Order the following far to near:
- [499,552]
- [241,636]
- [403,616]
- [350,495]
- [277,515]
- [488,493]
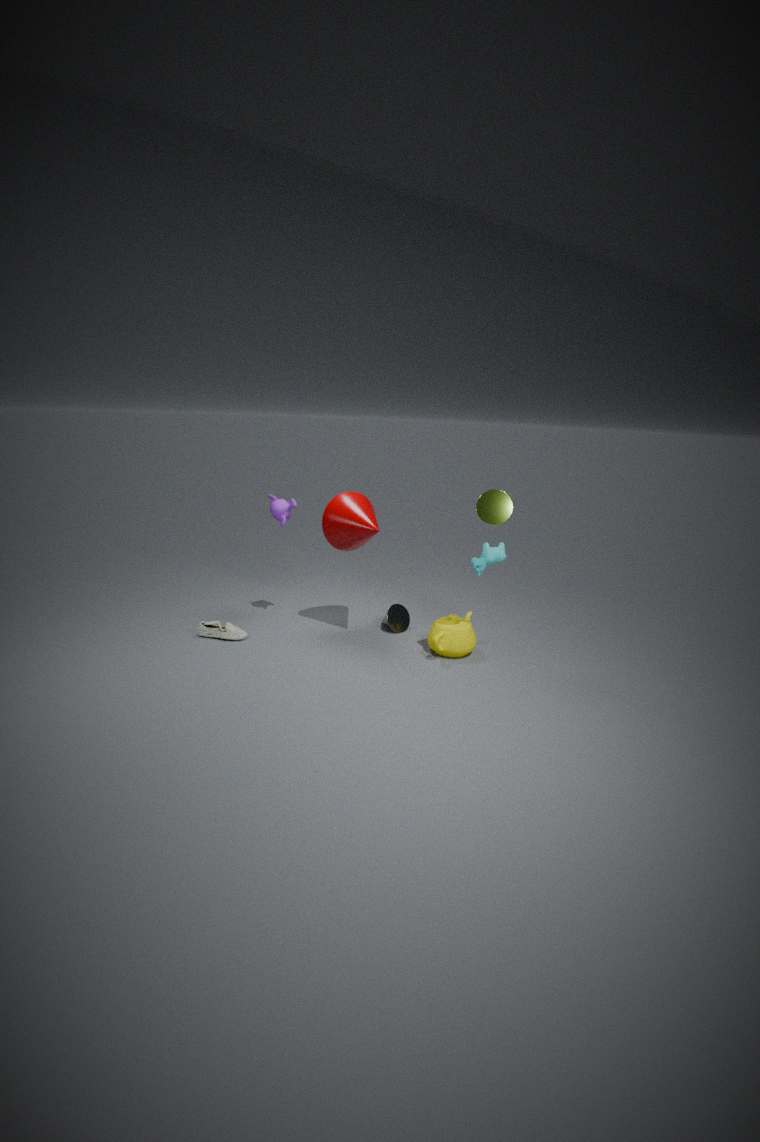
1. [403,616]
2. [277,515]
3. [350,495]
4. [241,636]
5. [499,552]
6. [488,493]
